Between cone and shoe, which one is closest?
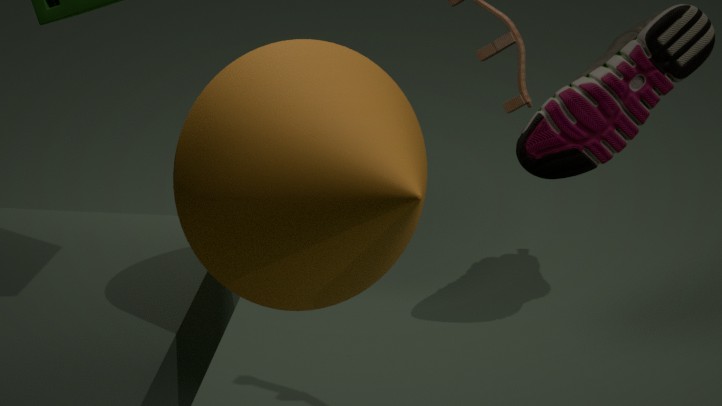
cone
